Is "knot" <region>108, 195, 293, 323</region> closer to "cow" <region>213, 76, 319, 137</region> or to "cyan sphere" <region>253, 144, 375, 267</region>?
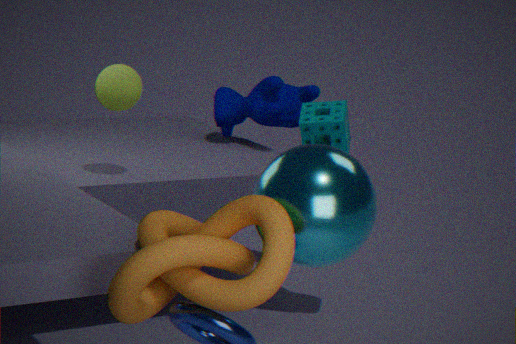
"cyan sphere" <region>253, 144, 375, 267</region>
